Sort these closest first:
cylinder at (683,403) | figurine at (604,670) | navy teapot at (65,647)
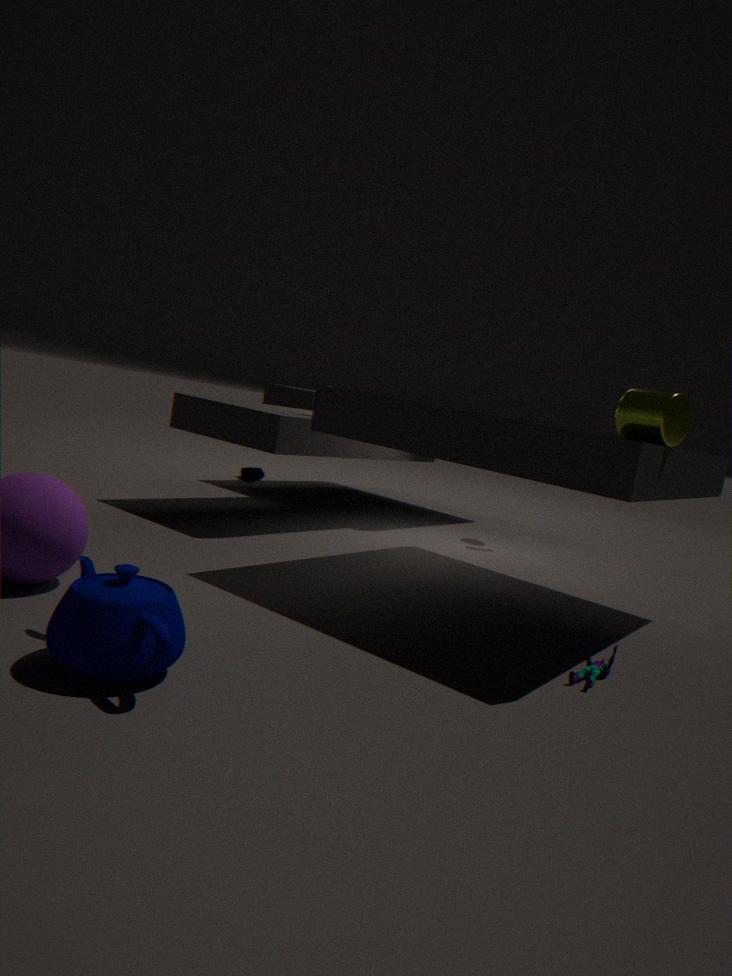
navy teapot at (65,647) < figurine at (604,670) < cylinder at (683,403)
